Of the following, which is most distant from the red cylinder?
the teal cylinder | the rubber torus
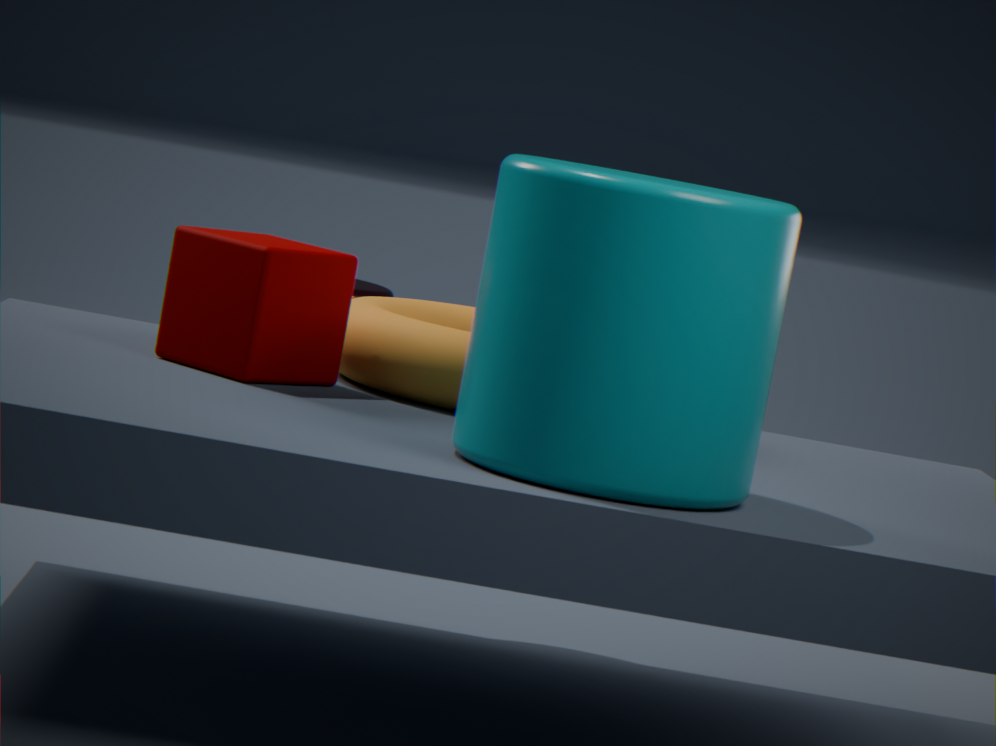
the teal cylinder
